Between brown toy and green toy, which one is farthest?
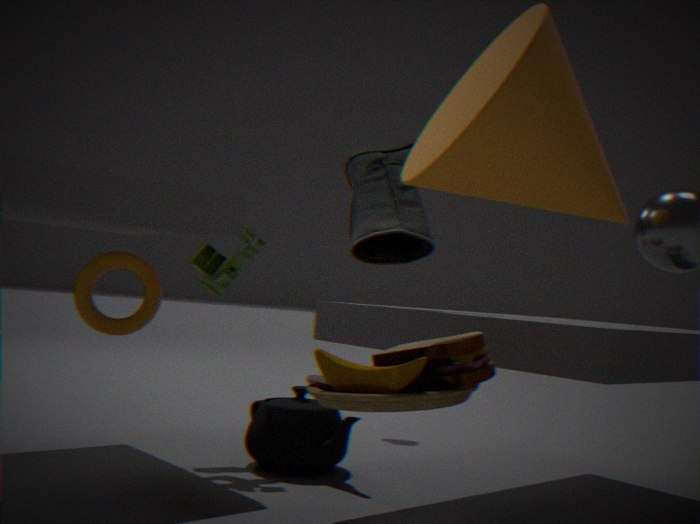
green toy
